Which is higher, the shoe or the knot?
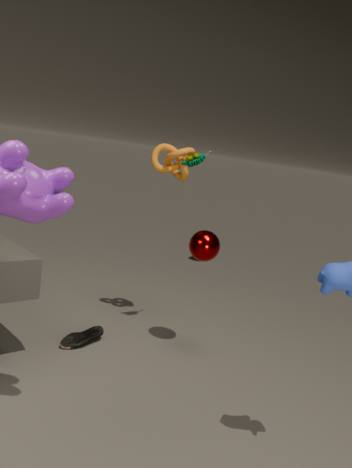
the knot
